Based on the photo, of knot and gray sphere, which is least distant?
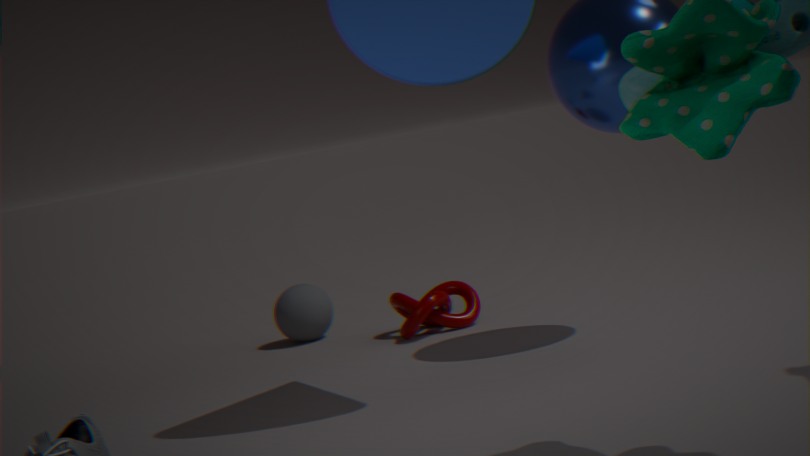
knot
